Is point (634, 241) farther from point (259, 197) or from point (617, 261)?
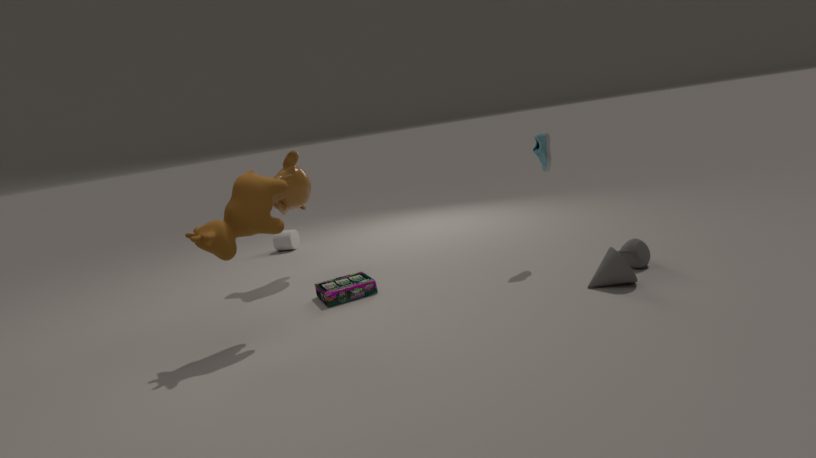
point (259, 197)
